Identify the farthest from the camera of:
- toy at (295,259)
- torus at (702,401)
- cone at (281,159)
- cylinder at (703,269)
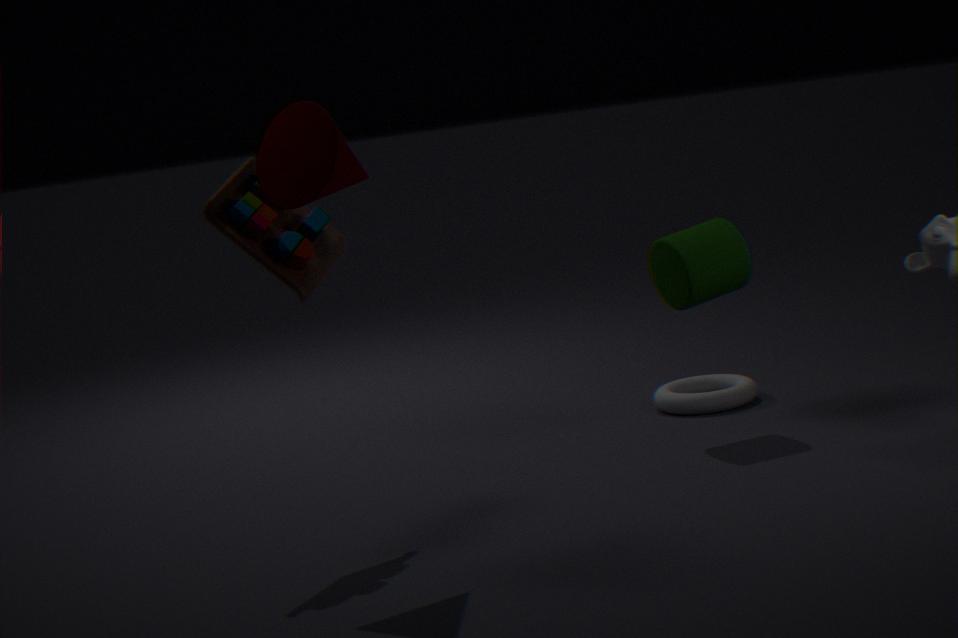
torus at (702,401)
